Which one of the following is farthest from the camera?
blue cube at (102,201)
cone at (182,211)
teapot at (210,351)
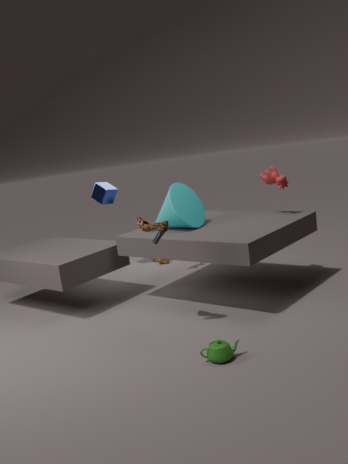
blue cube at (102,201)
